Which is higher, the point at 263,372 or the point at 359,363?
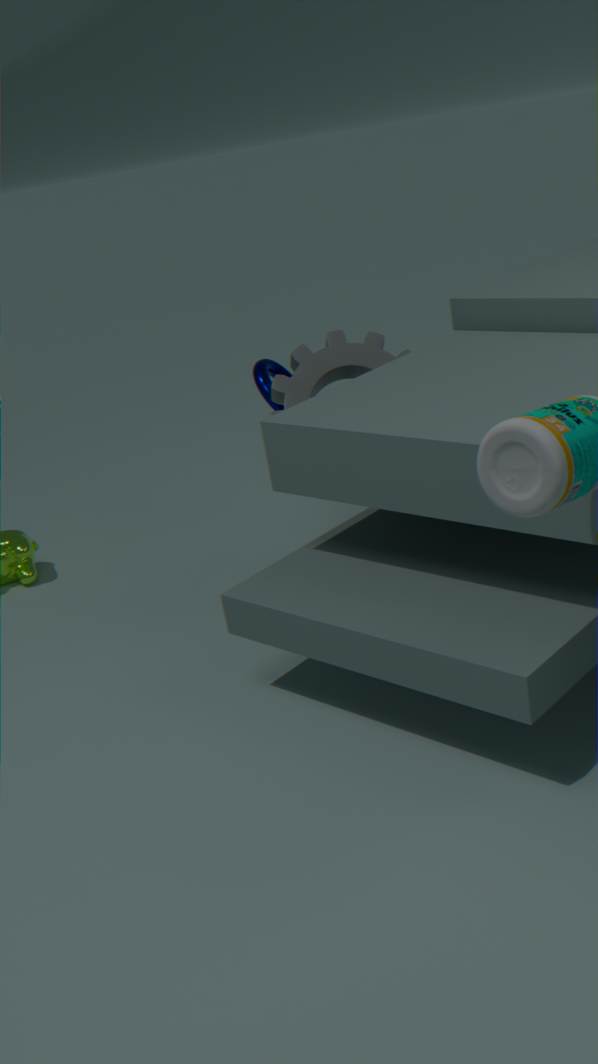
the point at 263,372
